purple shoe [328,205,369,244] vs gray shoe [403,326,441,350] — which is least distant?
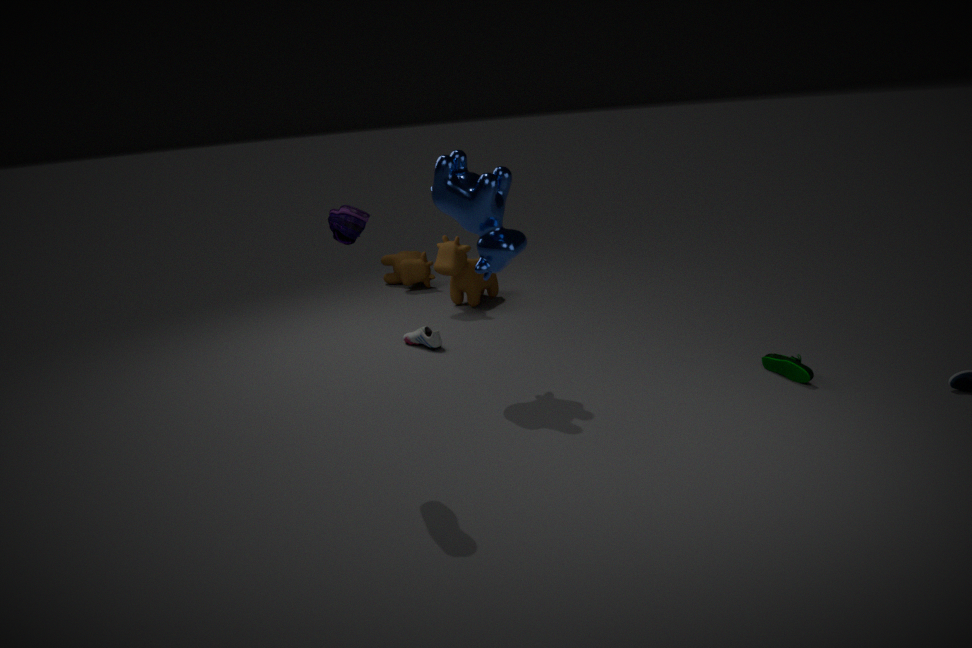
purple shoe [328,205,369,244]
